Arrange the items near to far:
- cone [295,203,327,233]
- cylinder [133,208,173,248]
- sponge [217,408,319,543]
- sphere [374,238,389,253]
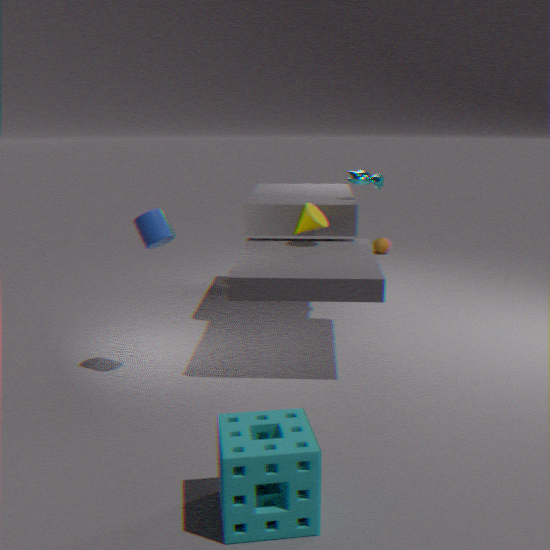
sponge [217,408,319,543]
cylinder [133,208,173,248]
cone [295,203,327,233]
sphere [374,238,389,253]
